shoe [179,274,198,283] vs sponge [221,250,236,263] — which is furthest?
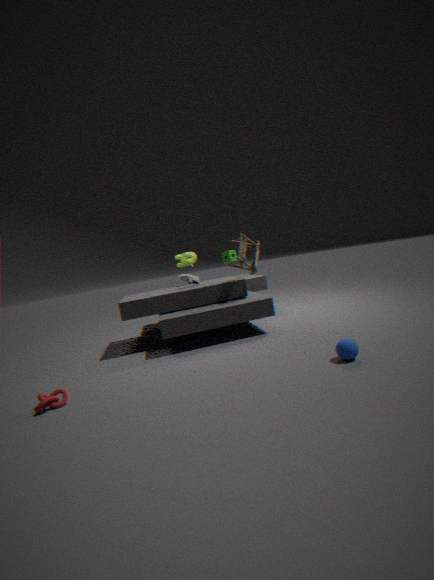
sponge [221,250,236,263]
